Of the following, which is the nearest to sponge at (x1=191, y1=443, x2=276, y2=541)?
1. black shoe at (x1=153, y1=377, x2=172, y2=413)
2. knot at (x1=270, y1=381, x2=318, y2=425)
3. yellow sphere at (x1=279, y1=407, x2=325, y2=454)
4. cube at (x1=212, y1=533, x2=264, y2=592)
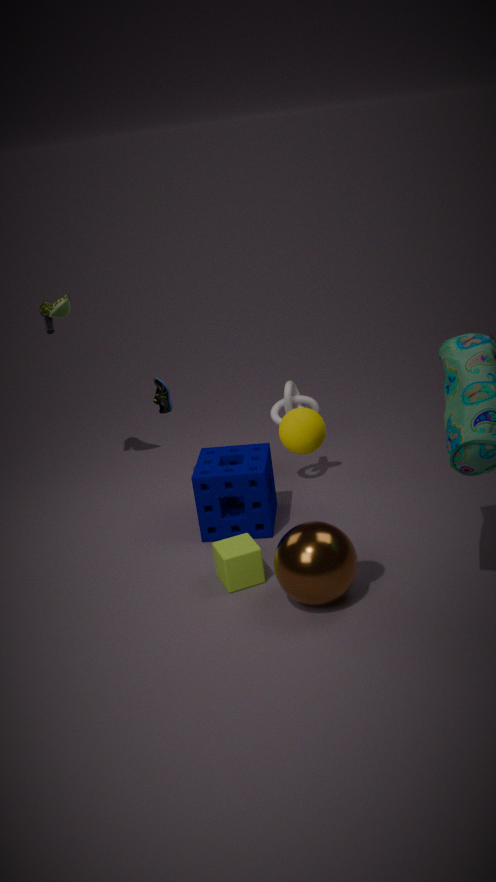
knot at (x1=270, y1=381, x2=318, y2=425)
